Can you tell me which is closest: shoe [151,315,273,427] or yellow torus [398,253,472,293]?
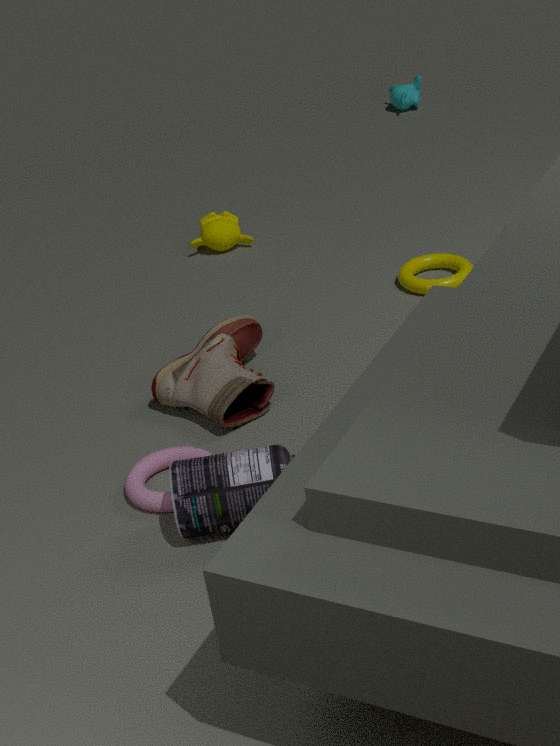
shoe [151,315,273,427]
